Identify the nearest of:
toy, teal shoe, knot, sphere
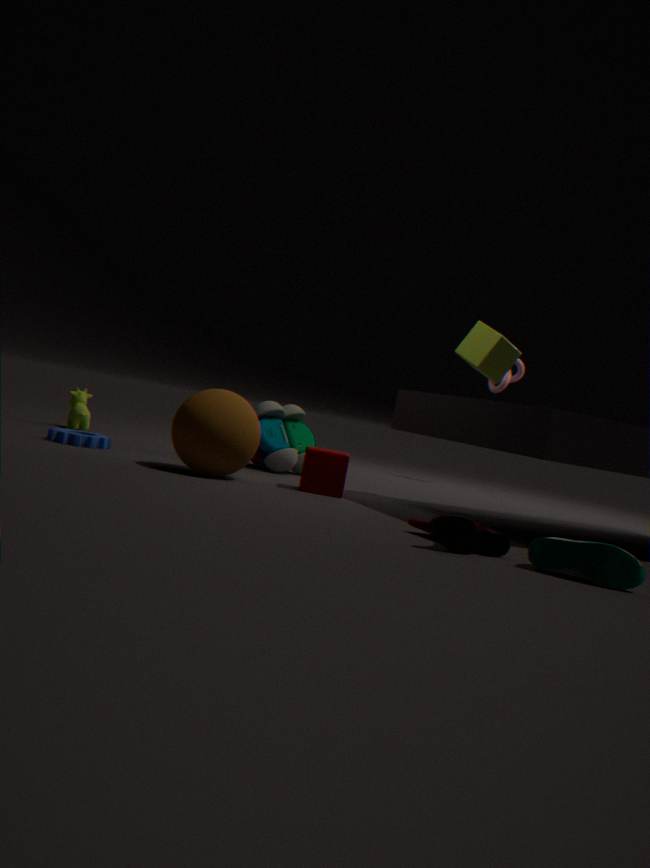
teal shoe
